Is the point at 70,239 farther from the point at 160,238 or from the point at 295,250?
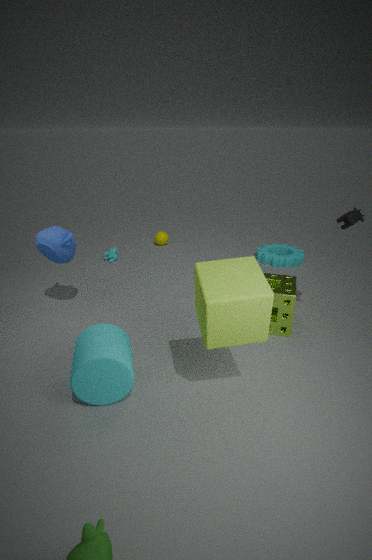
the point at 295,250
